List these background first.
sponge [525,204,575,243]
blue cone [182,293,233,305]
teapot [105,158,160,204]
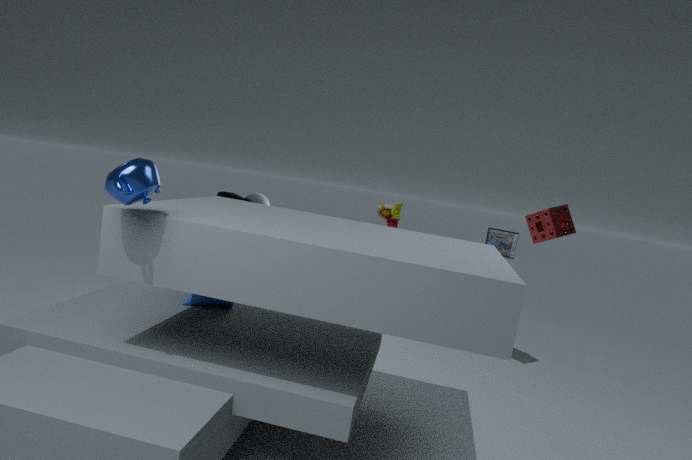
1. sponge [525,204,575,243]
2. blue cone [182,293,233,305]
3. teapot [105,158,160,204]
